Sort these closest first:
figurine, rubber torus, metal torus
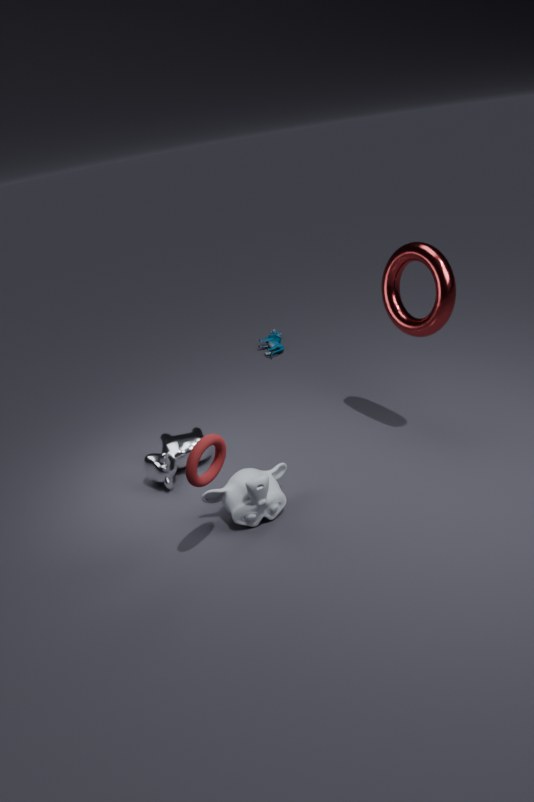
rubber torus
metal torus
figurine
